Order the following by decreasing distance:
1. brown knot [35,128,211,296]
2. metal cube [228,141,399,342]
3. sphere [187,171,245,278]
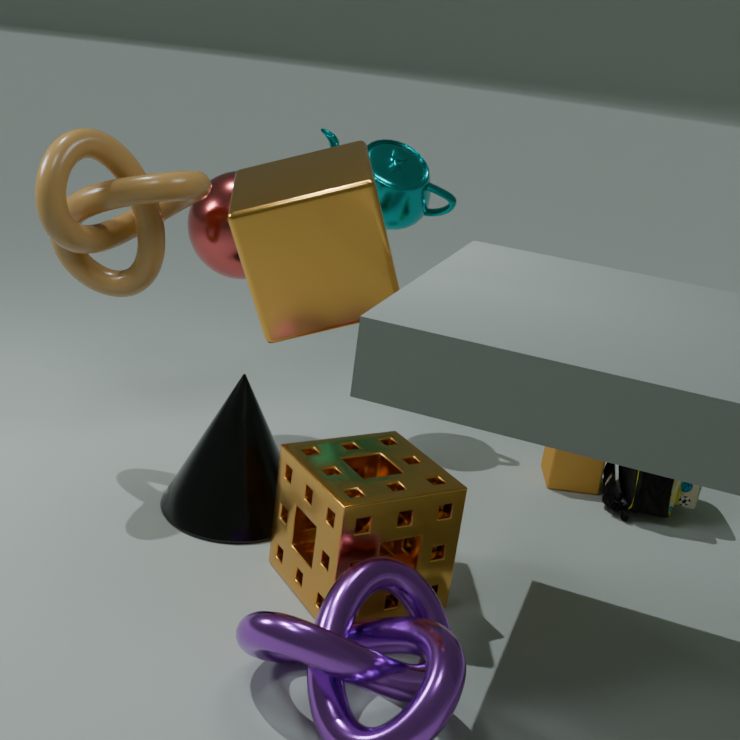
sphere [187,171,245,278] < brown knot [35,128,211,296] < metal cube [228,141,399,342]
